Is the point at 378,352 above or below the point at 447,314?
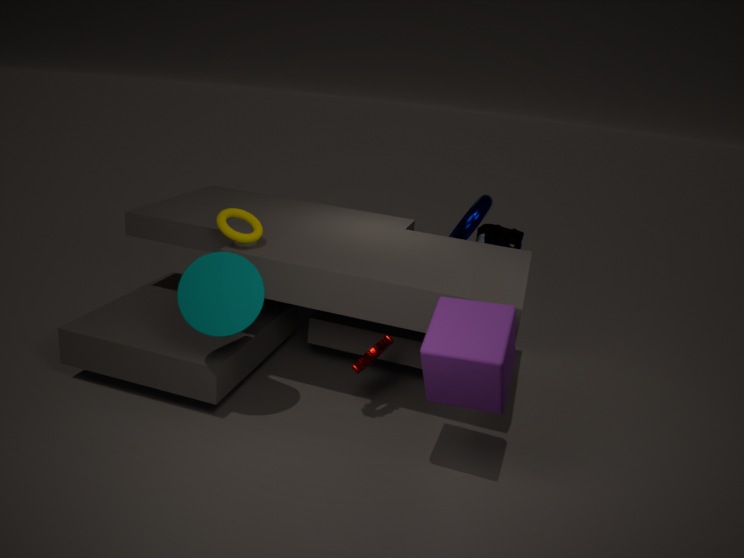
below
